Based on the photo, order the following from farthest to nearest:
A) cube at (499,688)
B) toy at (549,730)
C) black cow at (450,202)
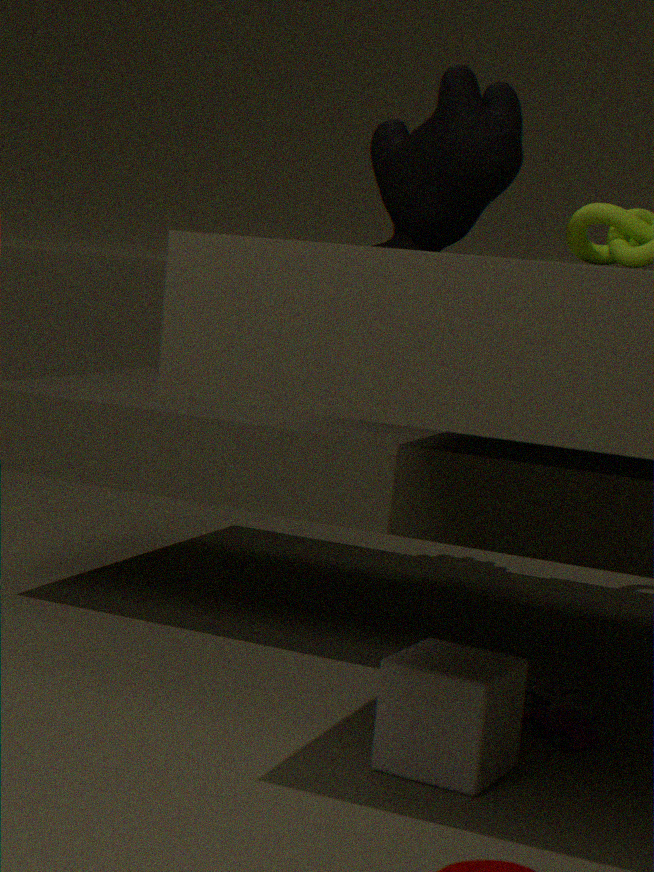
black cow at (450,202) → toy at (549,730) → cube at (499,688)
